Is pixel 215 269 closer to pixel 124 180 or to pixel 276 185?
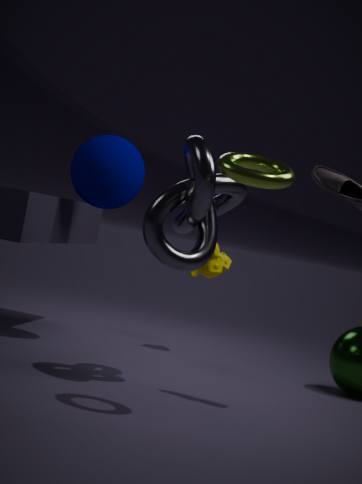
pixel 124 180
